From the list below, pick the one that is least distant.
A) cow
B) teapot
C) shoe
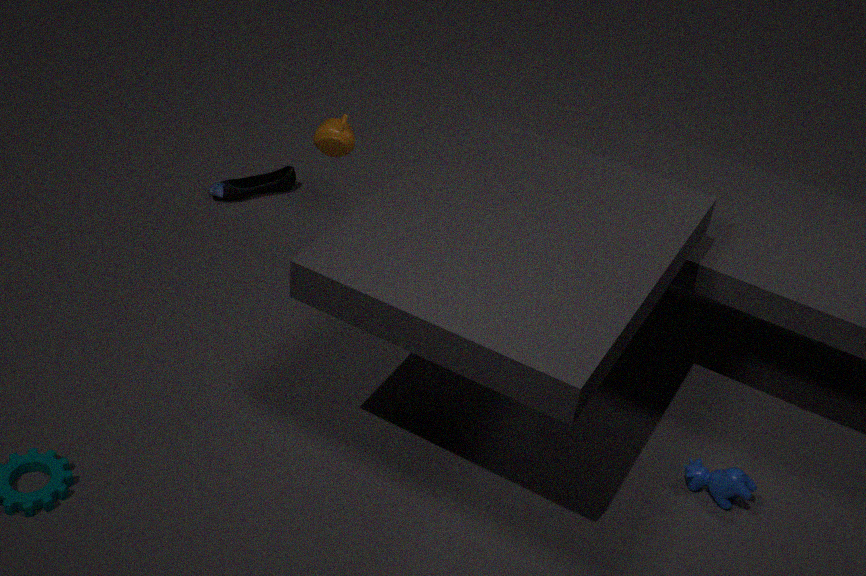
cow
